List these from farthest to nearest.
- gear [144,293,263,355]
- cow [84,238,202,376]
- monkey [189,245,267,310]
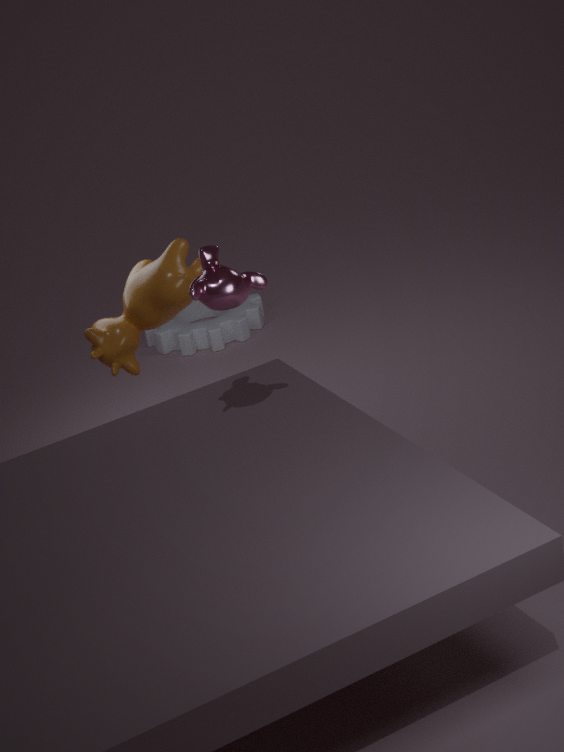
gear [144,293,263,355], cow [84,238,202,376], monkey [189,245,267,310]
